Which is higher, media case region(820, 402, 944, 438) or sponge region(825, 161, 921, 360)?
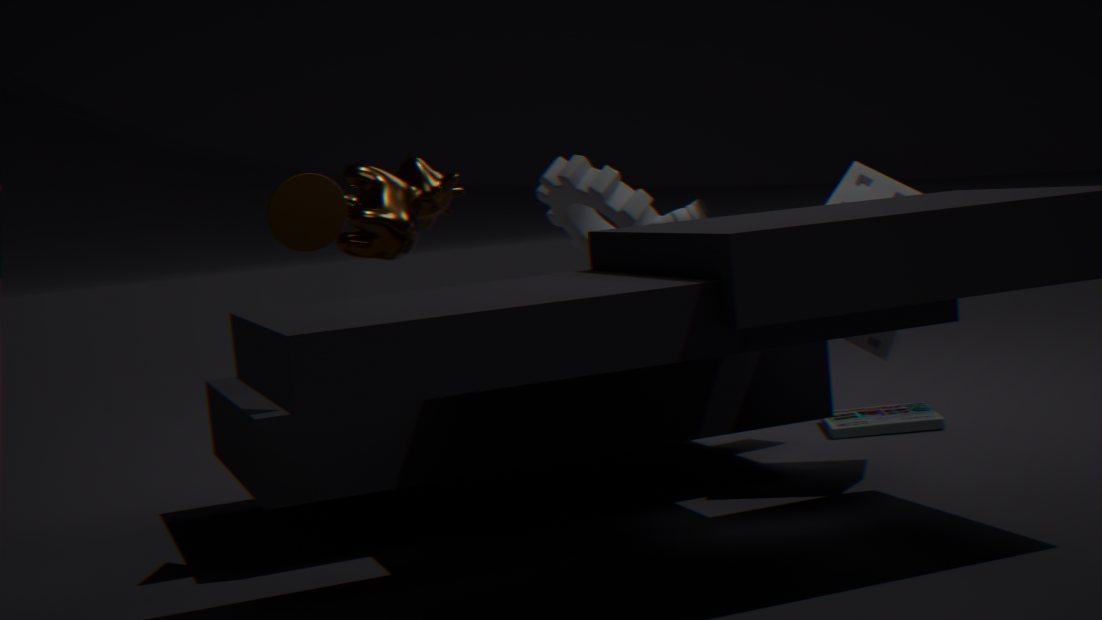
sponge region(825, 161, 921, 360)
